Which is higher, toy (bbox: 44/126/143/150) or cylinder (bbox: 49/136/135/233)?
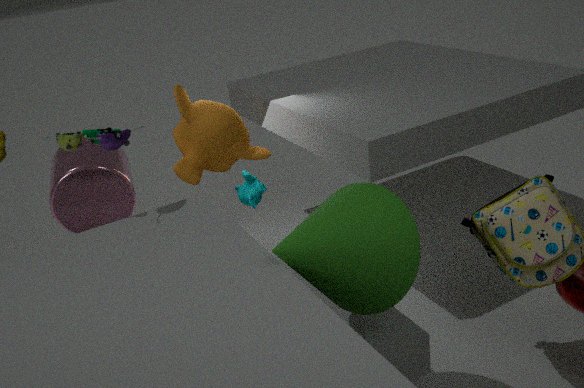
toy (bbox: 44/126/143/150)
